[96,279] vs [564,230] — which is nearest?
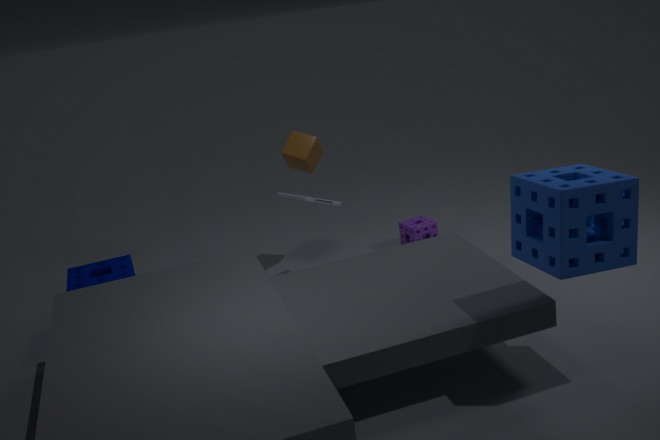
[564,230]
